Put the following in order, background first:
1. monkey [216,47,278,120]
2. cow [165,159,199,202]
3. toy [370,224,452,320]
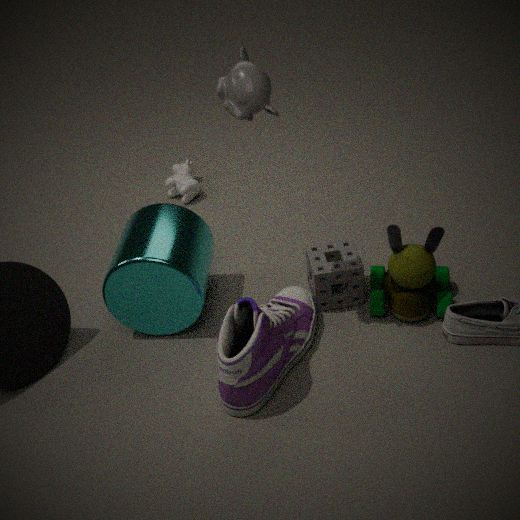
1. cow [165,159,199,202]
2. toy [370,224,452,320]
3. monkey [216,47,278,120]
